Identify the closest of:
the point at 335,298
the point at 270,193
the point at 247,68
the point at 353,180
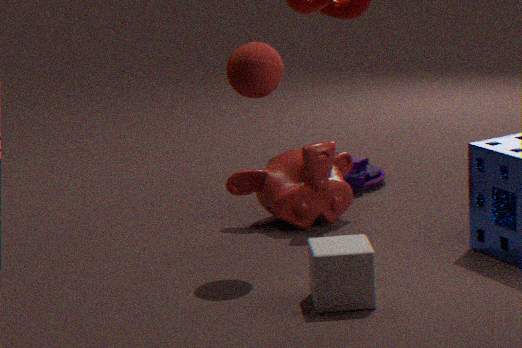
the point at 335,298
